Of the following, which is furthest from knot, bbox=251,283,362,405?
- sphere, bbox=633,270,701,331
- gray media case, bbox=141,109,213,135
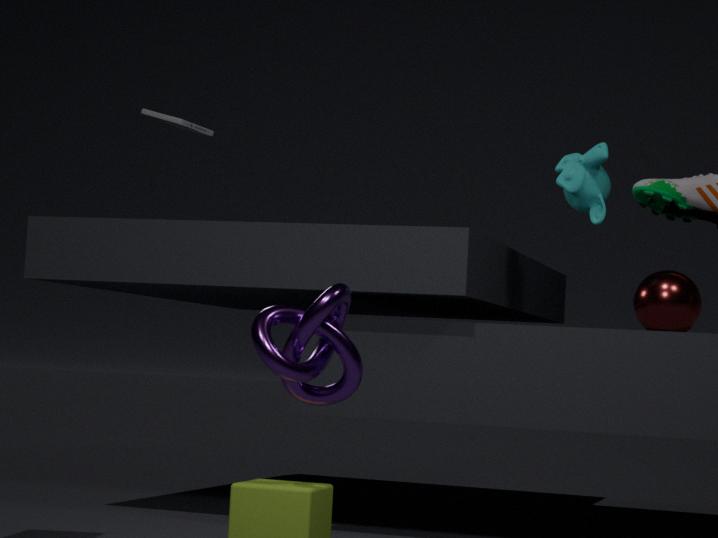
gray media case, bbox=141,109,213,135
